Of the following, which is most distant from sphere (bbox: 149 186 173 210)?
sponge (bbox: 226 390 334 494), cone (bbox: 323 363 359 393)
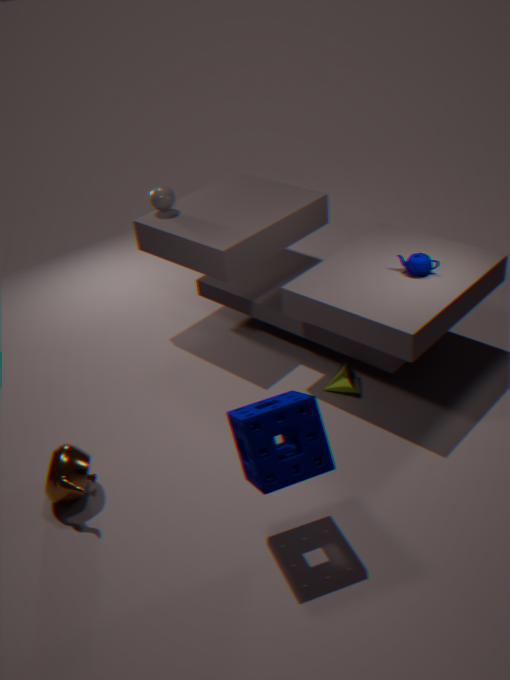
sponge (bbox: 226 390 334 494)
